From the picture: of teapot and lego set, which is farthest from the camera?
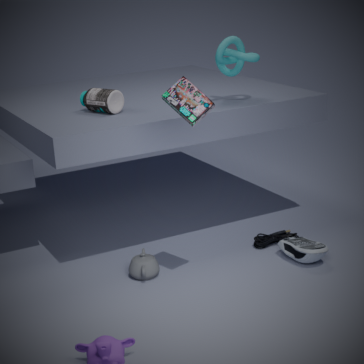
teapot
